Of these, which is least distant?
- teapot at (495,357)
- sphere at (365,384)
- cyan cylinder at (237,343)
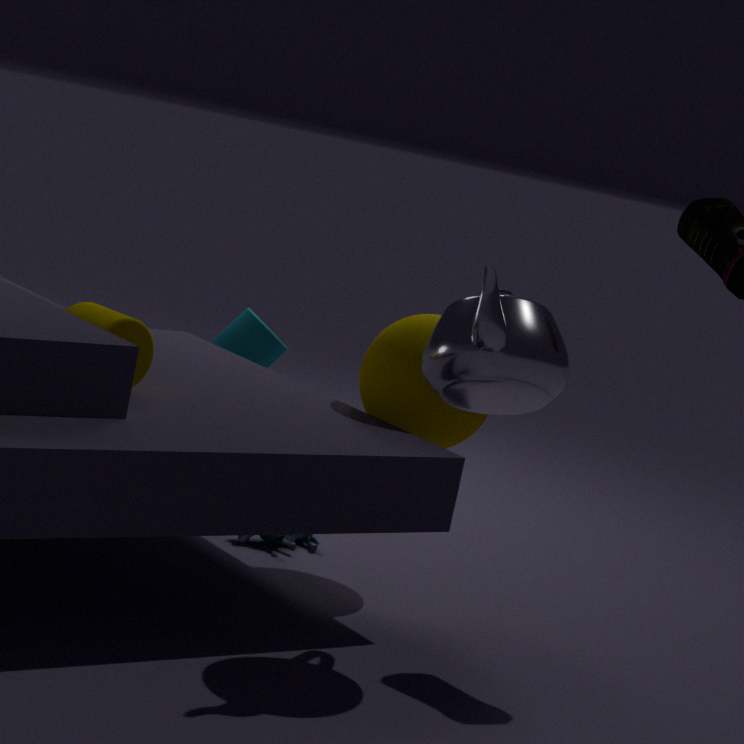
teapot at (495,357)
